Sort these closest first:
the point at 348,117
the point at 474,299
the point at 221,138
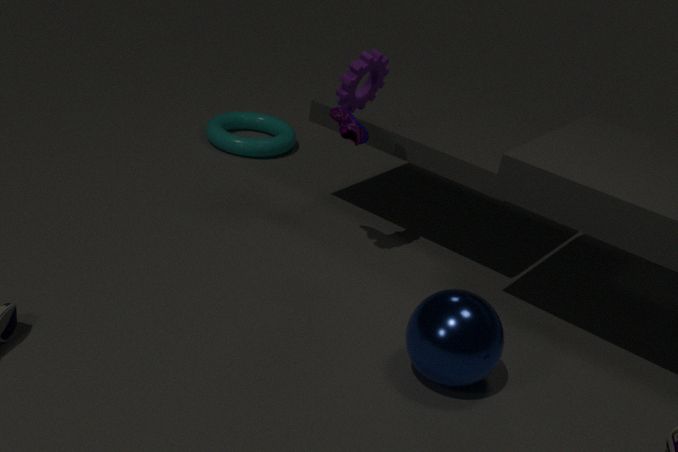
the point at 474,299
the point at 348,117
the point at 221,138
